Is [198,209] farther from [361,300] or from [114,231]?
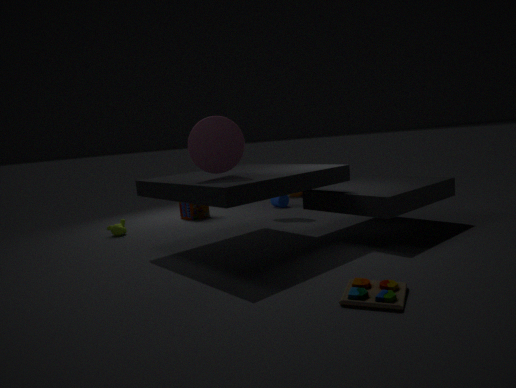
[361,300]
